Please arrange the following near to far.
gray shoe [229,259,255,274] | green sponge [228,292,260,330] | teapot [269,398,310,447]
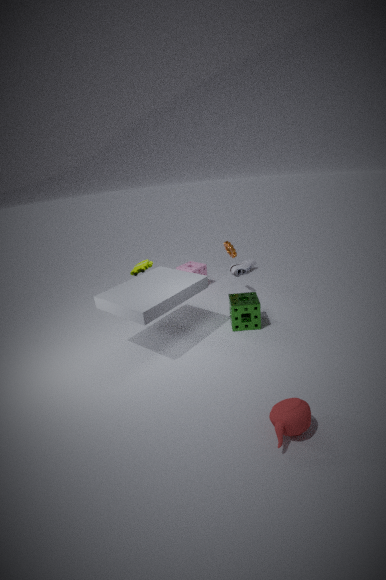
teapot [269,398,310,447] → green sponge [228,292,260,330] → gray shoe [229,259,255,274]
